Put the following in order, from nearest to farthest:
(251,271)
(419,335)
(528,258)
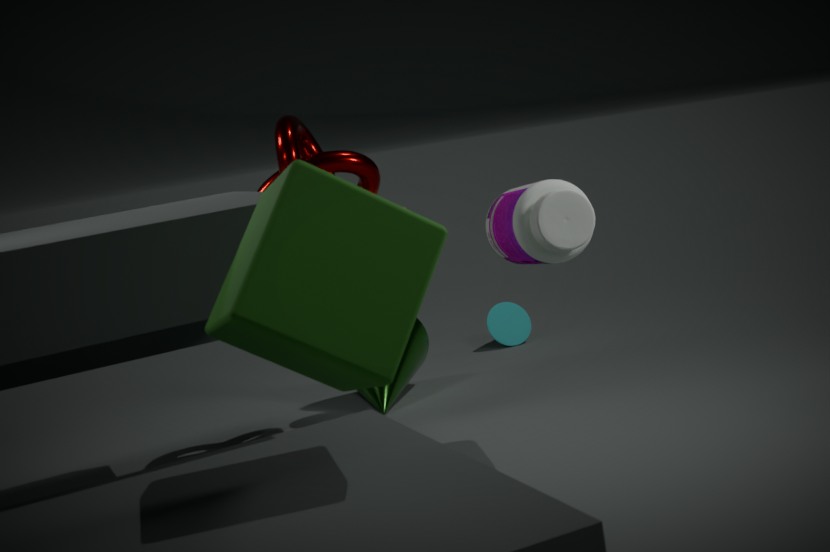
(251,271) → (528,258) → (419,335)
